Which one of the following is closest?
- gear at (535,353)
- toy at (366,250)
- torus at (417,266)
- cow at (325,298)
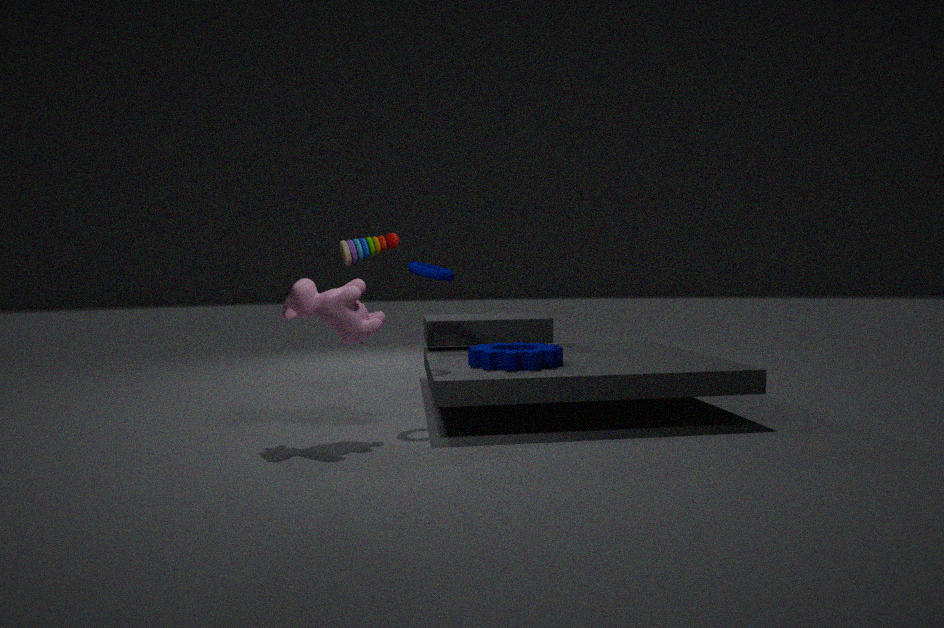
cow at (325,298)
